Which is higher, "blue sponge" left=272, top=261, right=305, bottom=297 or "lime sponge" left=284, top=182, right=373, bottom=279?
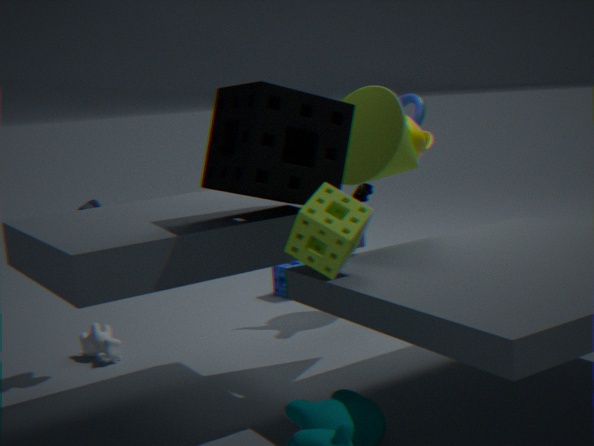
"lime sponge" left=284, top=182, right=373, bottom=279
